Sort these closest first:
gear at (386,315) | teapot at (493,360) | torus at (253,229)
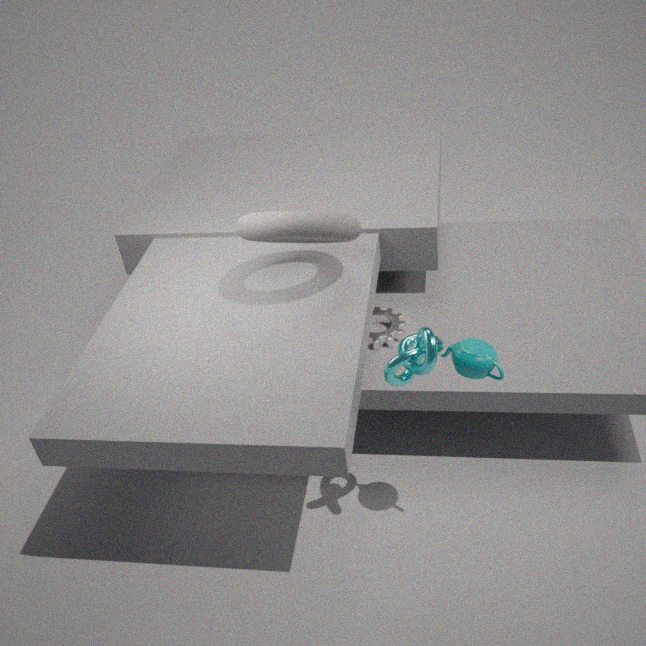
teapot at (493,360)
torus at (253,229)
gear at (386,315)
